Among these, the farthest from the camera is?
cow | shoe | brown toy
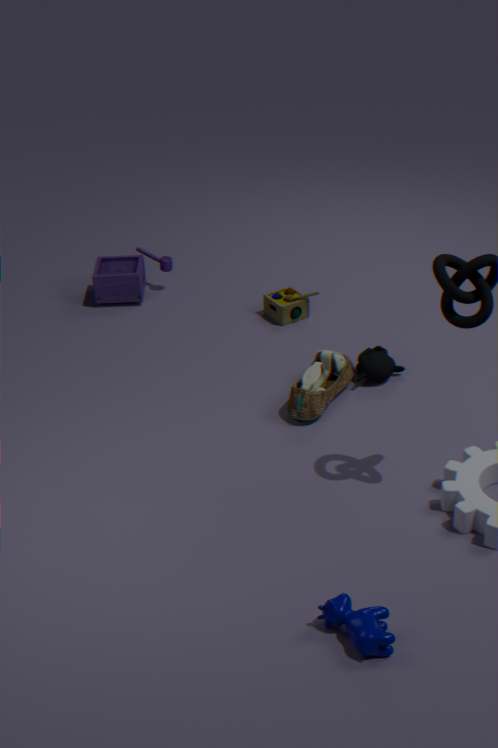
brown toy
